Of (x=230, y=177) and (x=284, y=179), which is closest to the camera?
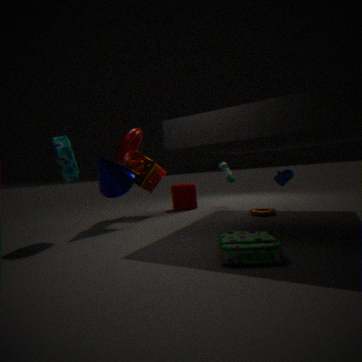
(x=284, y=179)
